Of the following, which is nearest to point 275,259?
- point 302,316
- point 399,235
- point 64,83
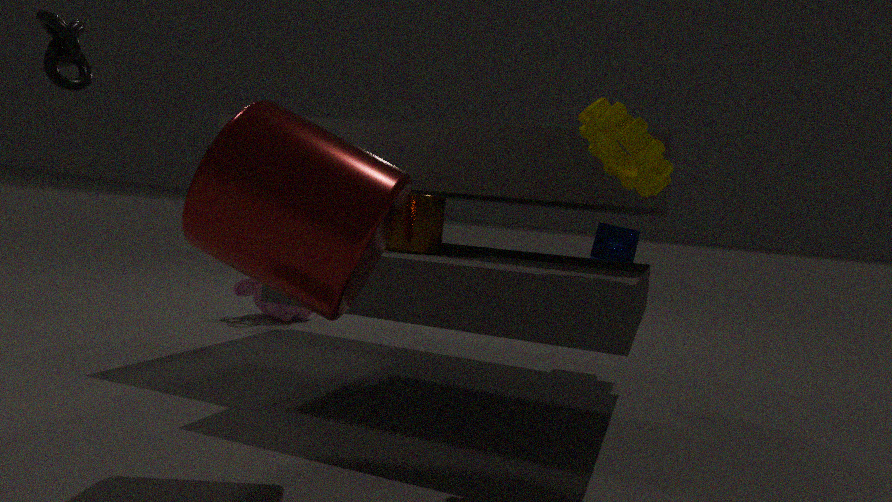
point 399,235
